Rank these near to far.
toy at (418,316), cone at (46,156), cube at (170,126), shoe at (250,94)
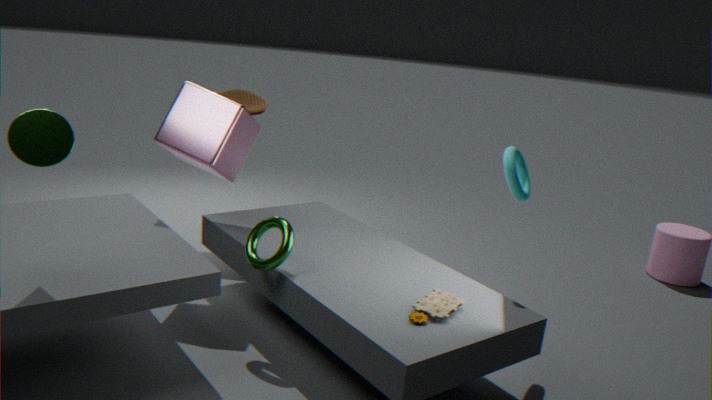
cone at (46,156) < toy at (418,316) < cube at (170,126) < shoe at (250,94)
